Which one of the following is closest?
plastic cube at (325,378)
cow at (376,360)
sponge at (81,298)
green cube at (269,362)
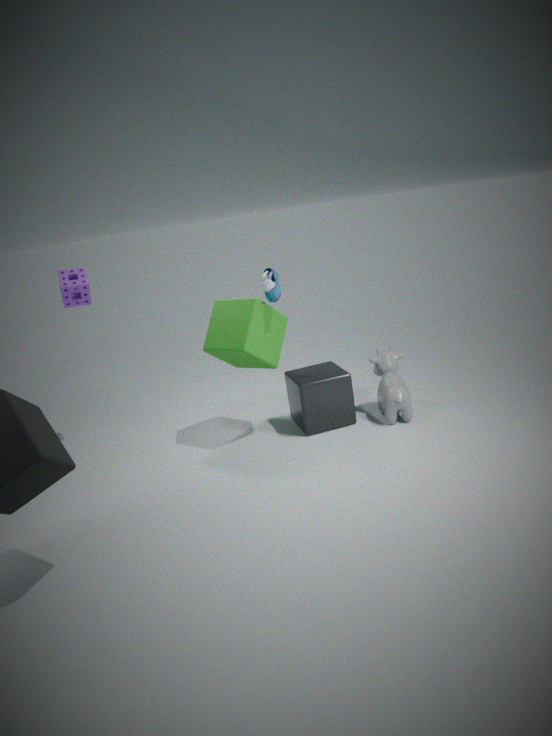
green cube at (269,362)
